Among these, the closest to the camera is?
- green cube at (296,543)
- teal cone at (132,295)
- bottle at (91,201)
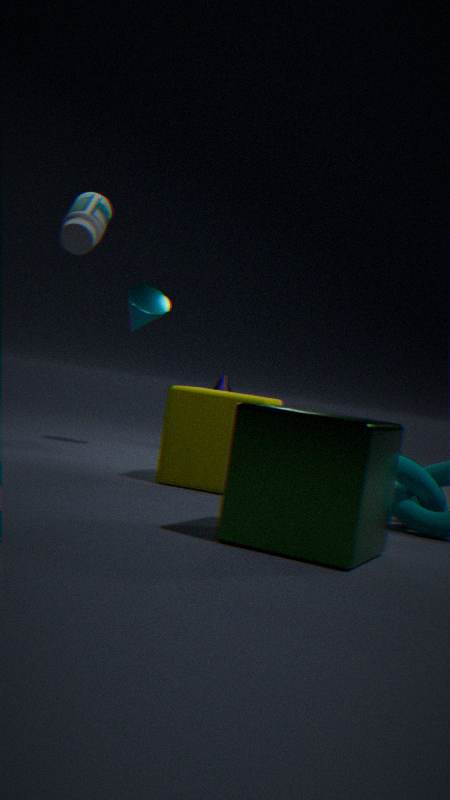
green cube at (296,543)
